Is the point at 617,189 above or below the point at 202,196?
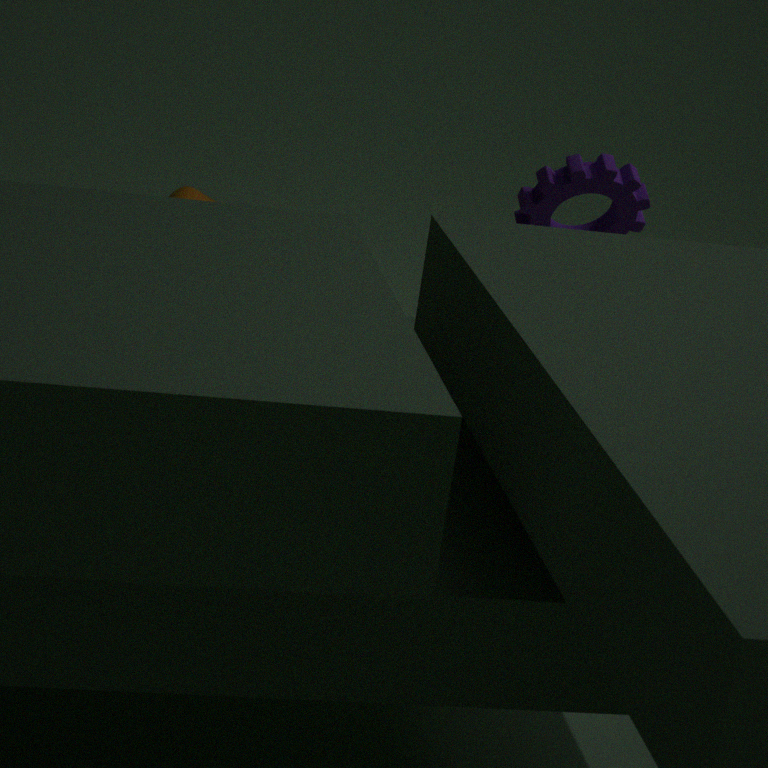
above
